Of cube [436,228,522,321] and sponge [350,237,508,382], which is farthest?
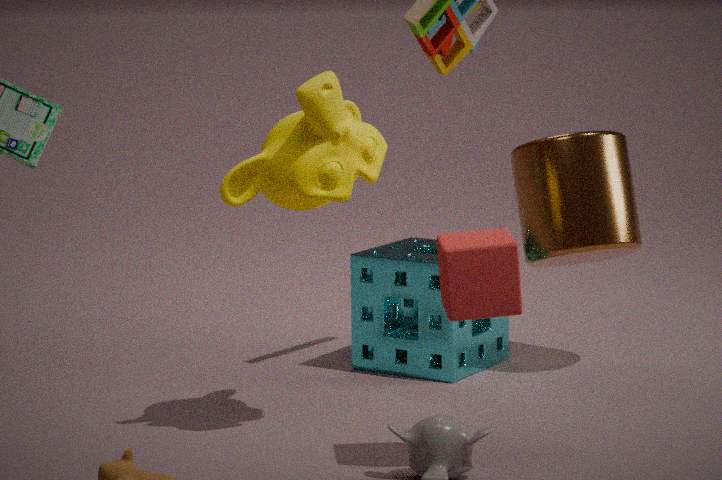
sponge [350,237,508,382]
